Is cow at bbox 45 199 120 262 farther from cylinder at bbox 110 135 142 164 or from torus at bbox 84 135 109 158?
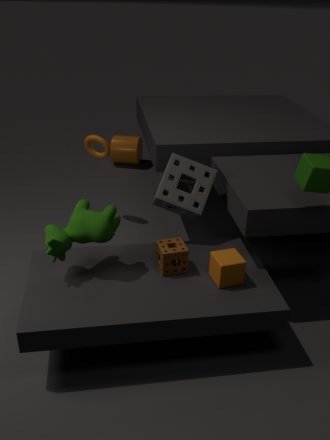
cylinder at bbox 110 135 142 164
